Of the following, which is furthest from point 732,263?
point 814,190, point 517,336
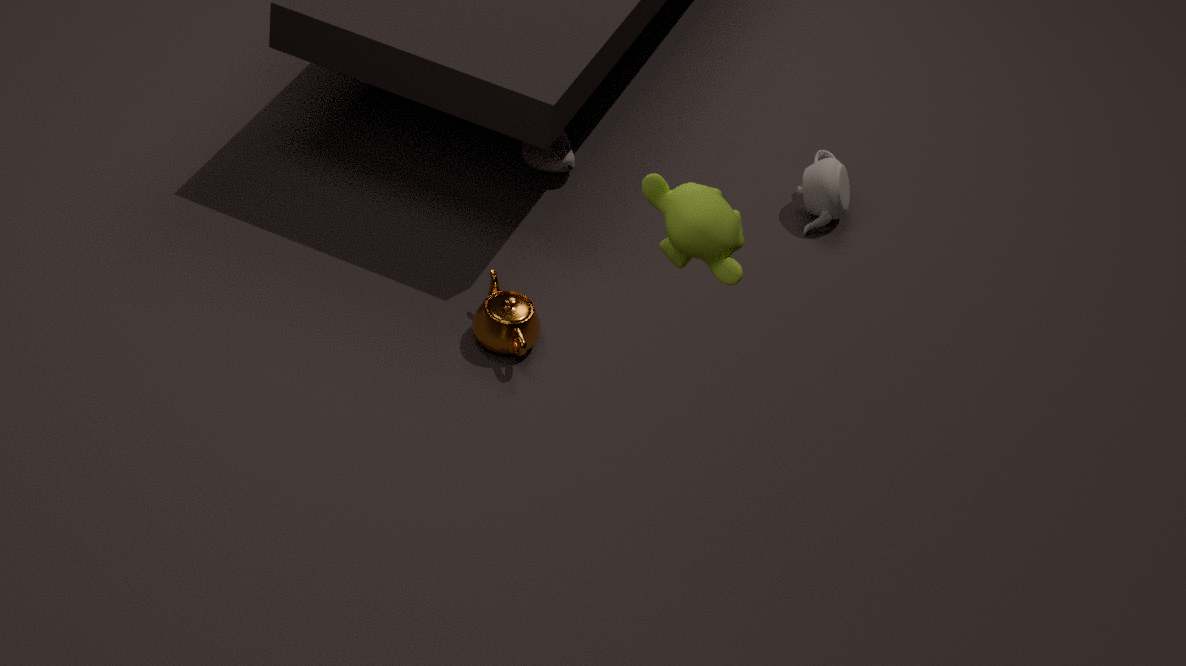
point 814,190
